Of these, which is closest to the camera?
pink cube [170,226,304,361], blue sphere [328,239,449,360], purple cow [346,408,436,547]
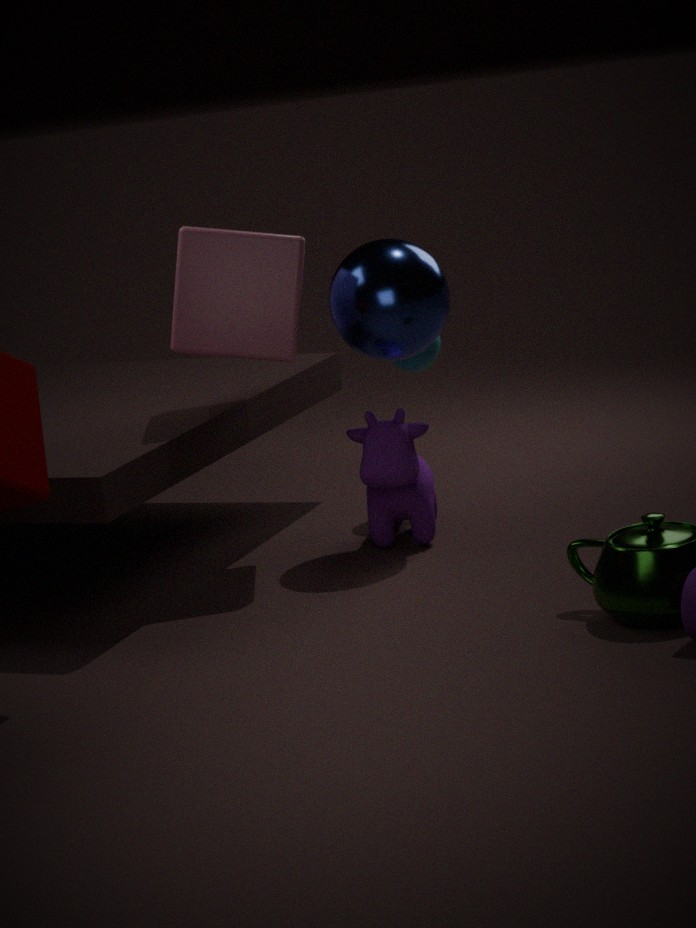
pink cube [170,226,304,361]
